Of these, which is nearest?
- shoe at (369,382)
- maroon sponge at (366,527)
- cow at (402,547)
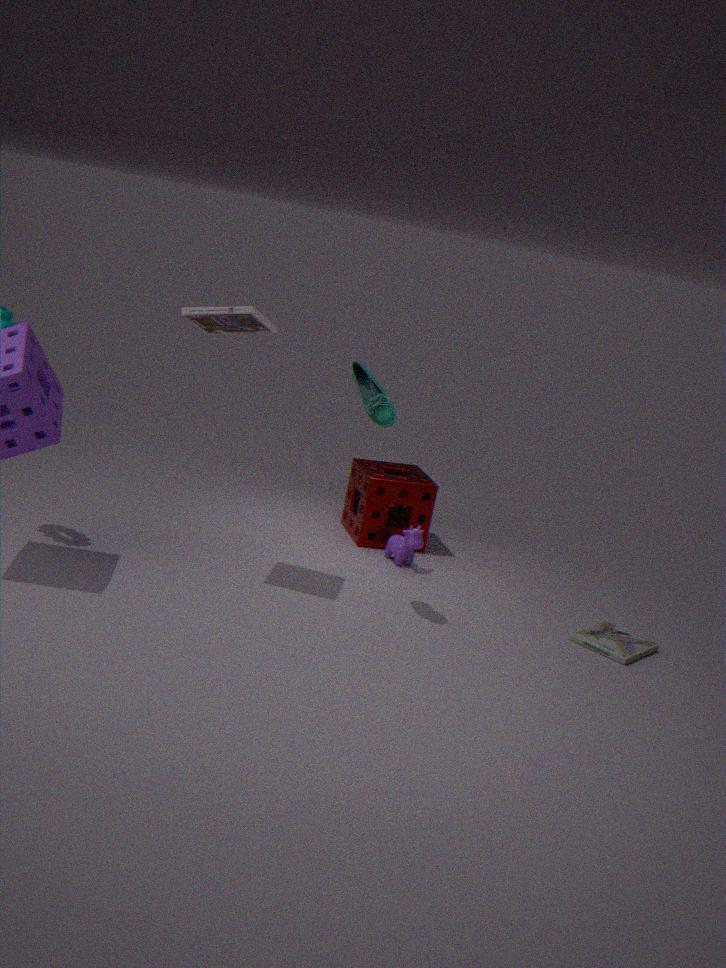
shoe at (369,382)
